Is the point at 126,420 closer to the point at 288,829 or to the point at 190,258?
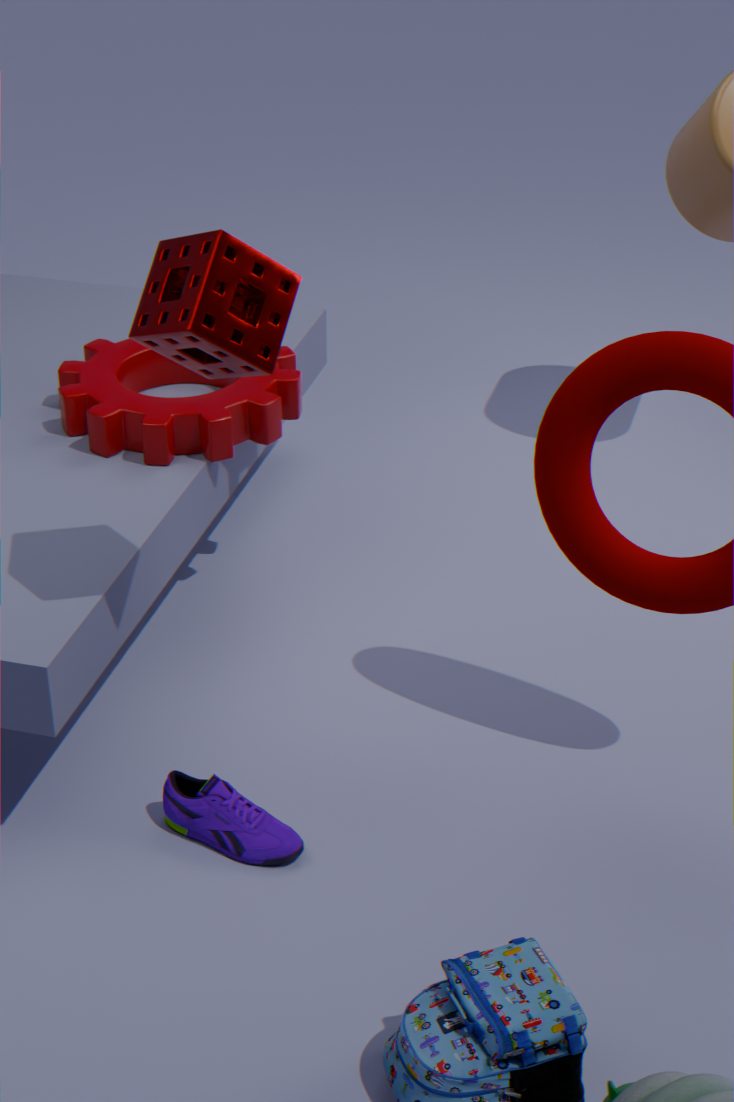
the point at 190,258
